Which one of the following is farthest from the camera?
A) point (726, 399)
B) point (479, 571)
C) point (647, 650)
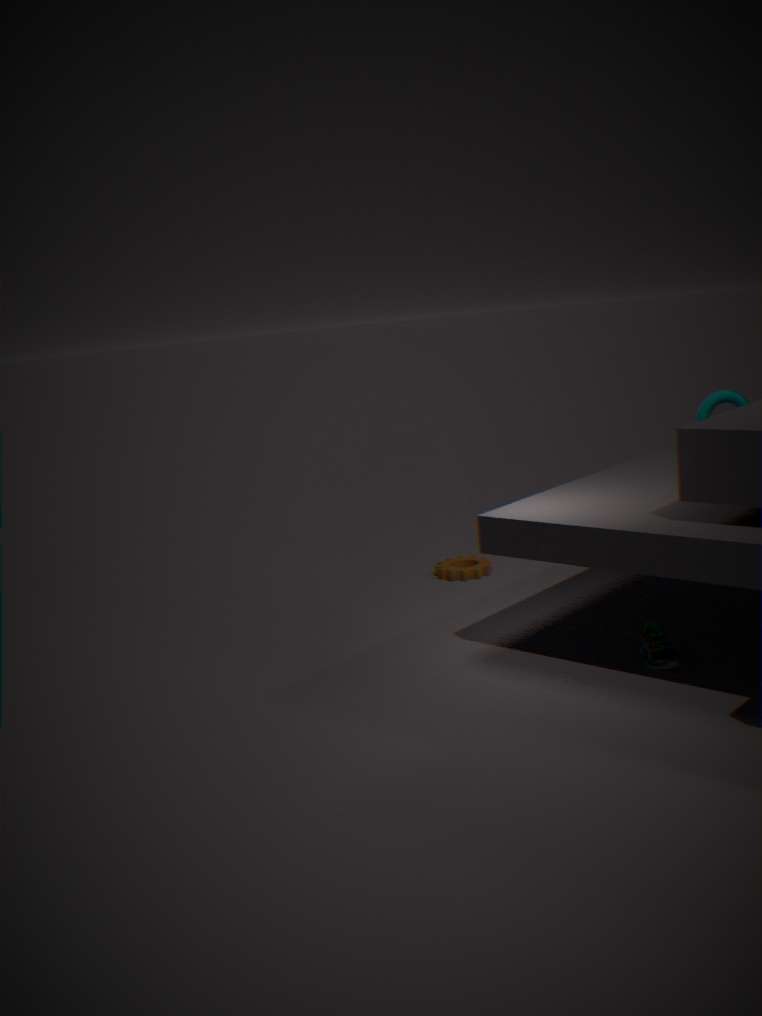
point (479, 571)
